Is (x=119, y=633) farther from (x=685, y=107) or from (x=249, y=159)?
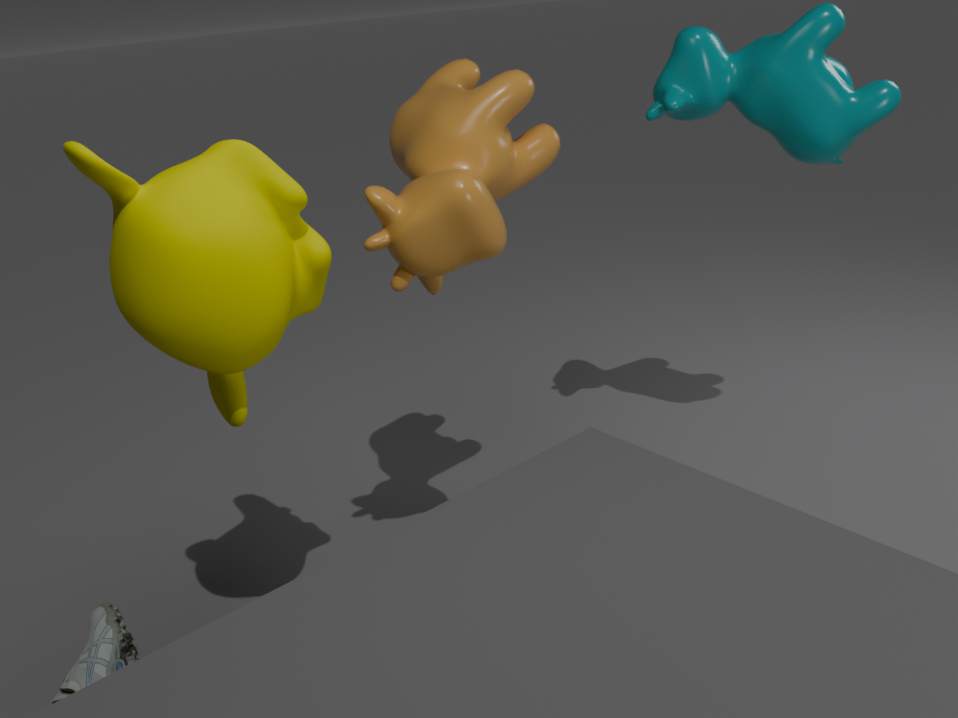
(x=685, y=107)
